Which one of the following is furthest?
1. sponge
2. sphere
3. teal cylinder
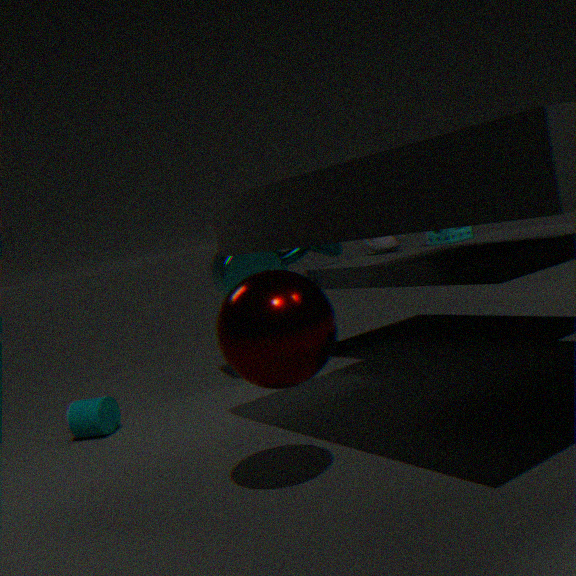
sponge
